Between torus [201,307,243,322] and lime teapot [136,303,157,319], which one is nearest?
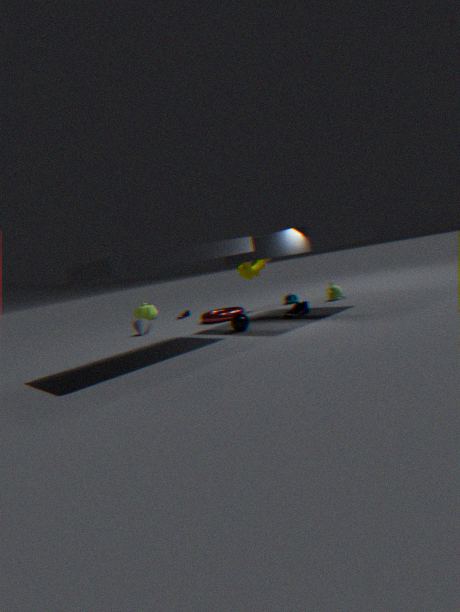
torus [201,307,243,322]
